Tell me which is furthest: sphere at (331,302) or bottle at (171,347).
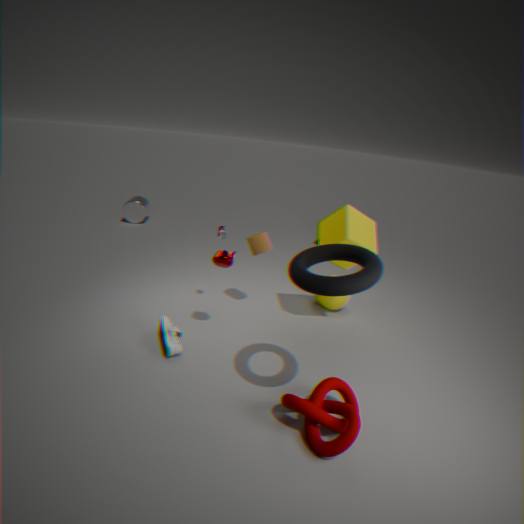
sphere at (331,302)
